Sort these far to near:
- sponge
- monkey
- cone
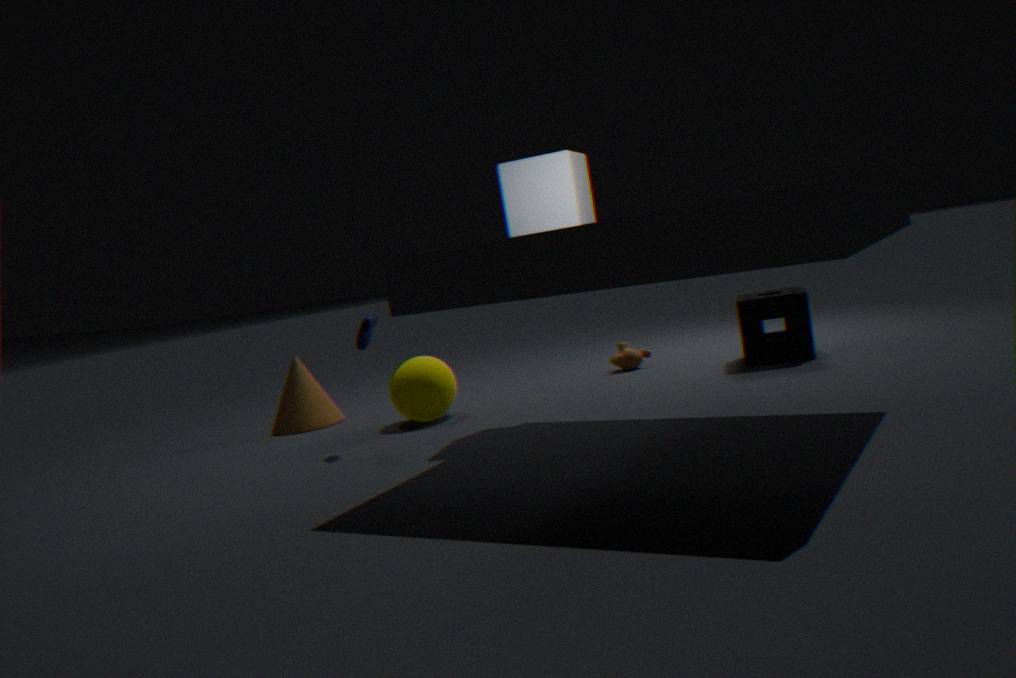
monkey → cone → sponge
